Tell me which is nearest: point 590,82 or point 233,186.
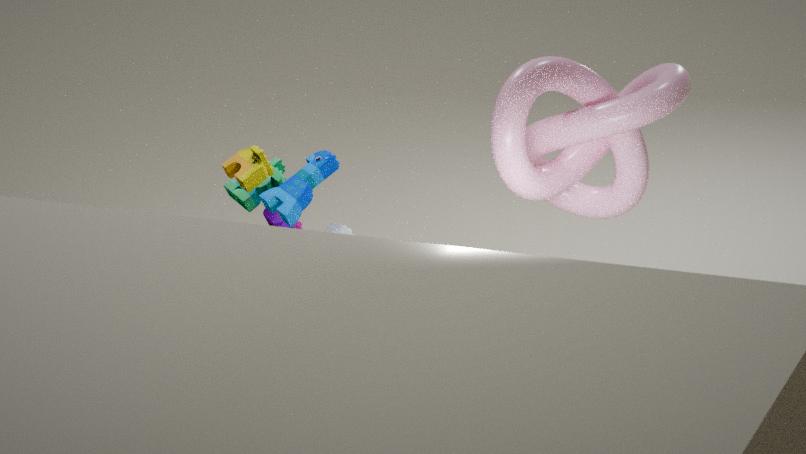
point 590,82
